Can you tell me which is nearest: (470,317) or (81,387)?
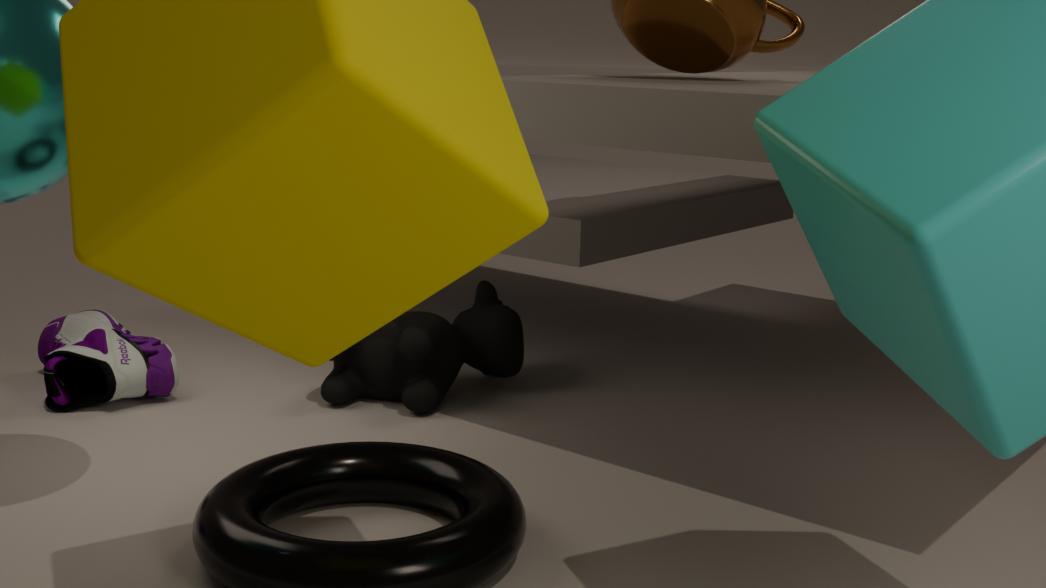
(81,387)
